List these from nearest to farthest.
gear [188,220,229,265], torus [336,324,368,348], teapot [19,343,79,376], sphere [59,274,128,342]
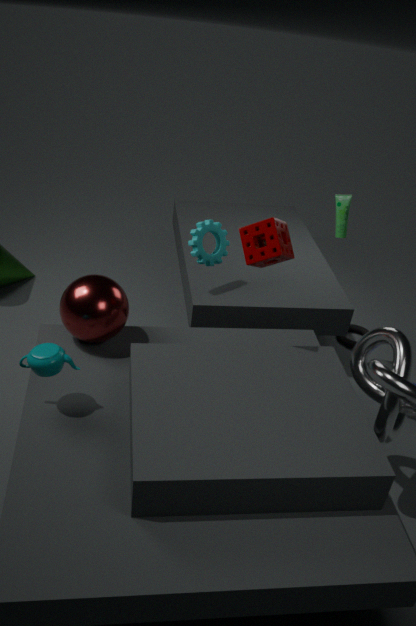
teapot [19,343,79,376] → sphere [59,274,128,342] → gear [188,220,229,265] → torus [336,324,368,348]
